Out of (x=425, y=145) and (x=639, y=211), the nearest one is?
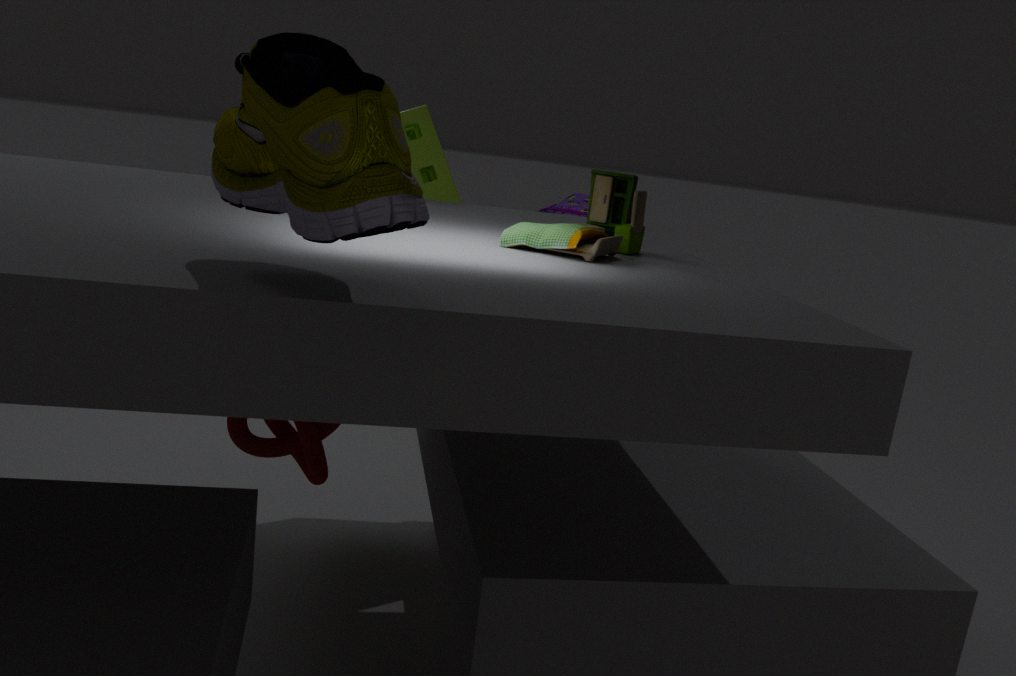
(x=639, y=211)
